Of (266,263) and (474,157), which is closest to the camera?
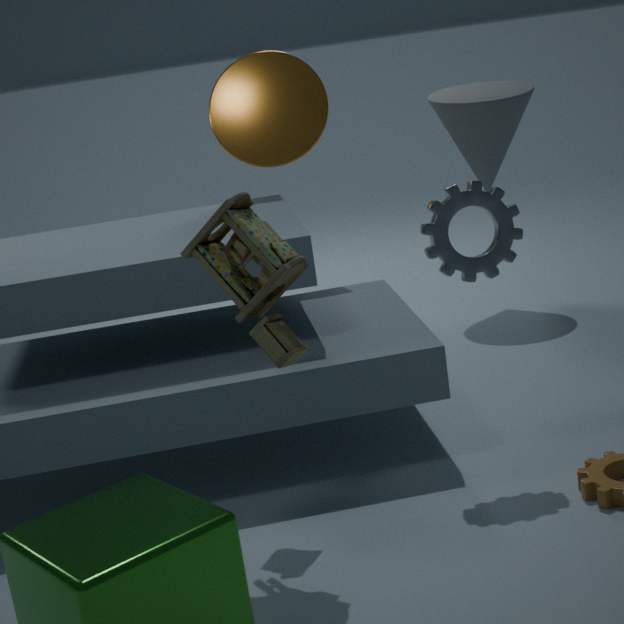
(266,263)
